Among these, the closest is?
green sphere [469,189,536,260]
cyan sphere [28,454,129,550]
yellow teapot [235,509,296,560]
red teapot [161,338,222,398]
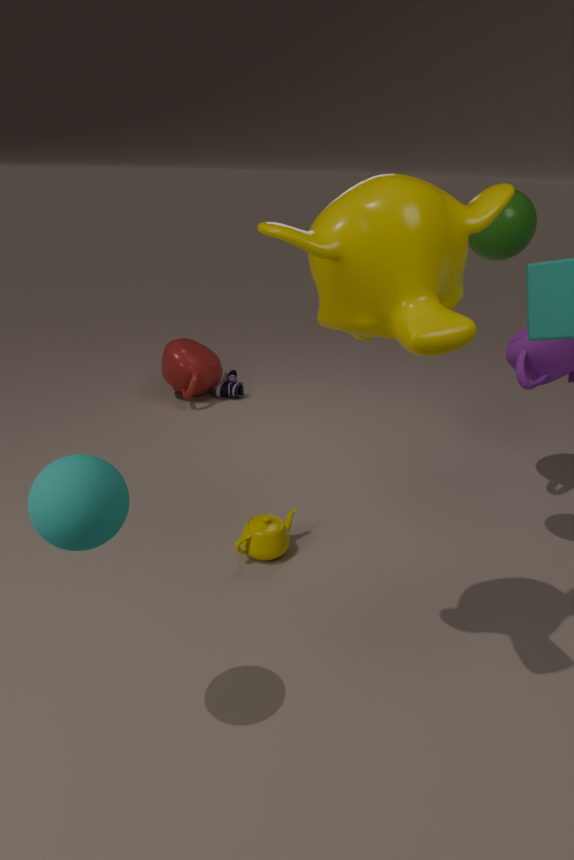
cyan sphere [28,454,129,550]
